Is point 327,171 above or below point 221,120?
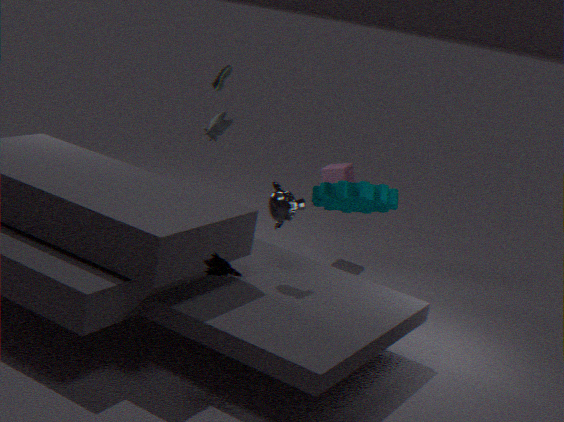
below
